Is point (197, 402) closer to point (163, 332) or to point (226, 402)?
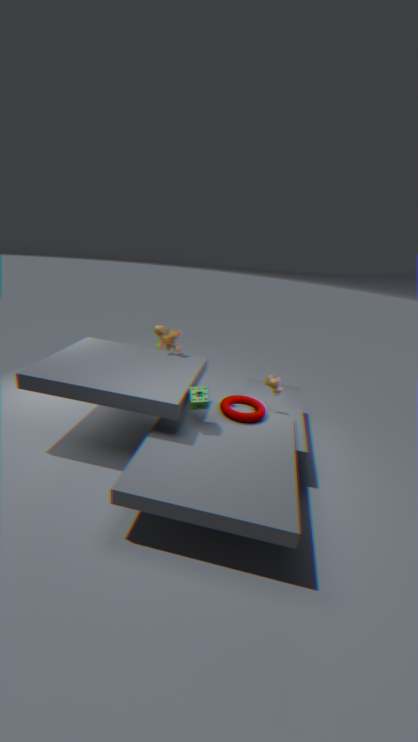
point (226, 402)
